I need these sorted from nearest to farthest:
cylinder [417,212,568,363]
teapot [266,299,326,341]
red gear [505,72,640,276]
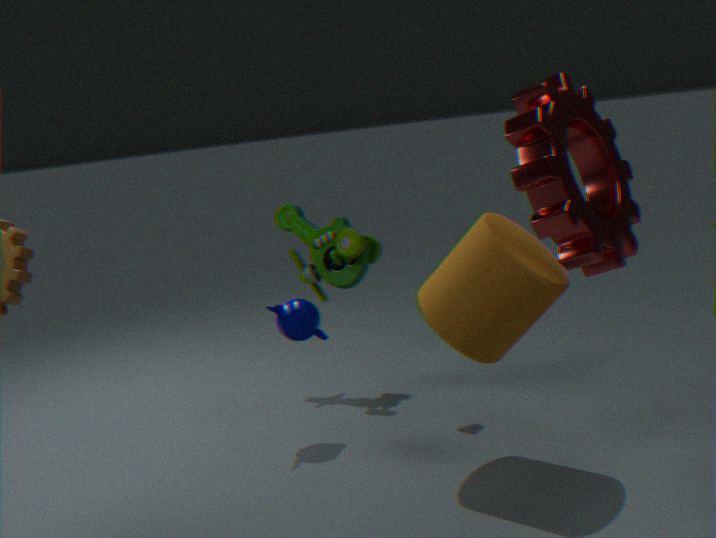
red gear [505,72,640,276], cylinder [417,212,568,363], teapot [266,299,326,341]
